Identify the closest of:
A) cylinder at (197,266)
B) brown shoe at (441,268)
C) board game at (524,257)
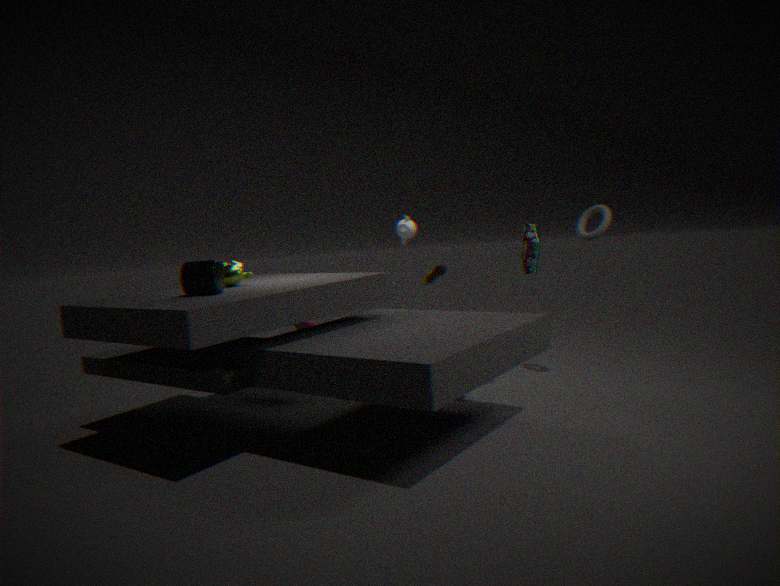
cylinder at (197,266)
